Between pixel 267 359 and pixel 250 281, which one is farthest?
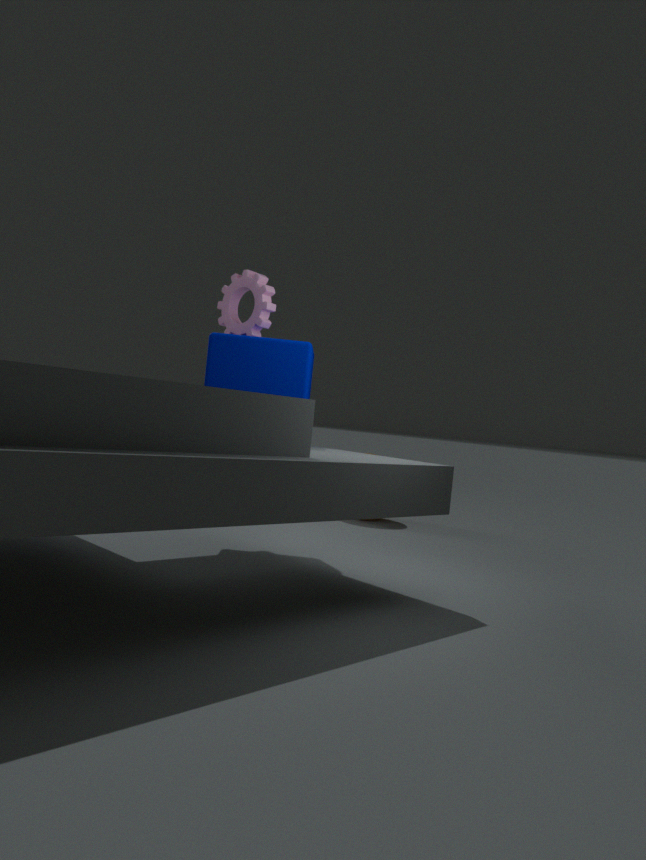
pixel 250 281
